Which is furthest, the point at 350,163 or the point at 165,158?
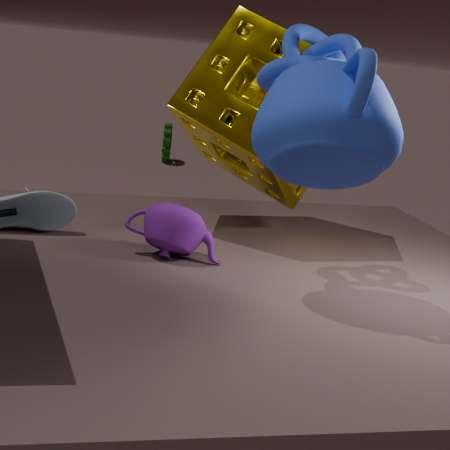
the point at 165,158
